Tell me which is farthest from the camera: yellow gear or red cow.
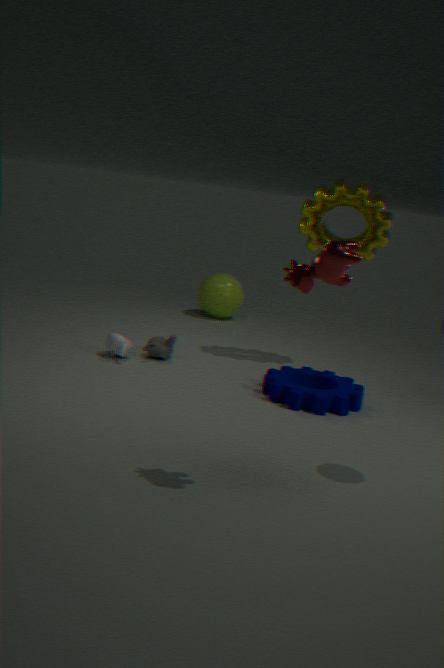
yellow gear
